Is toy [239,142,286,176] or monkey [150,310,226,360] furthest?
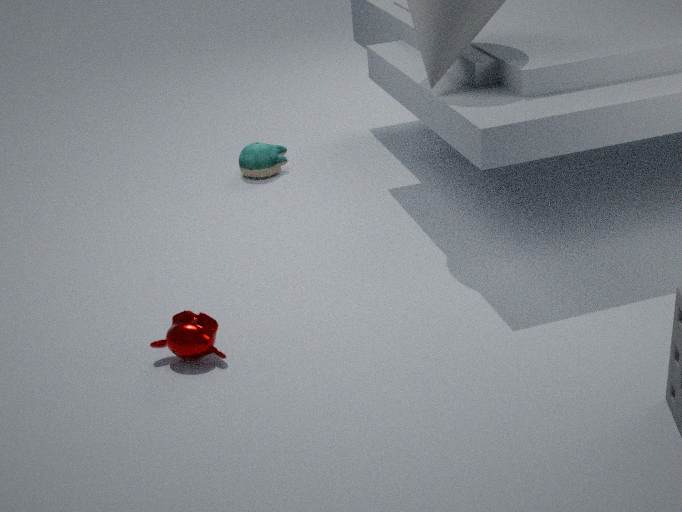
toy [239,142,286,176]
